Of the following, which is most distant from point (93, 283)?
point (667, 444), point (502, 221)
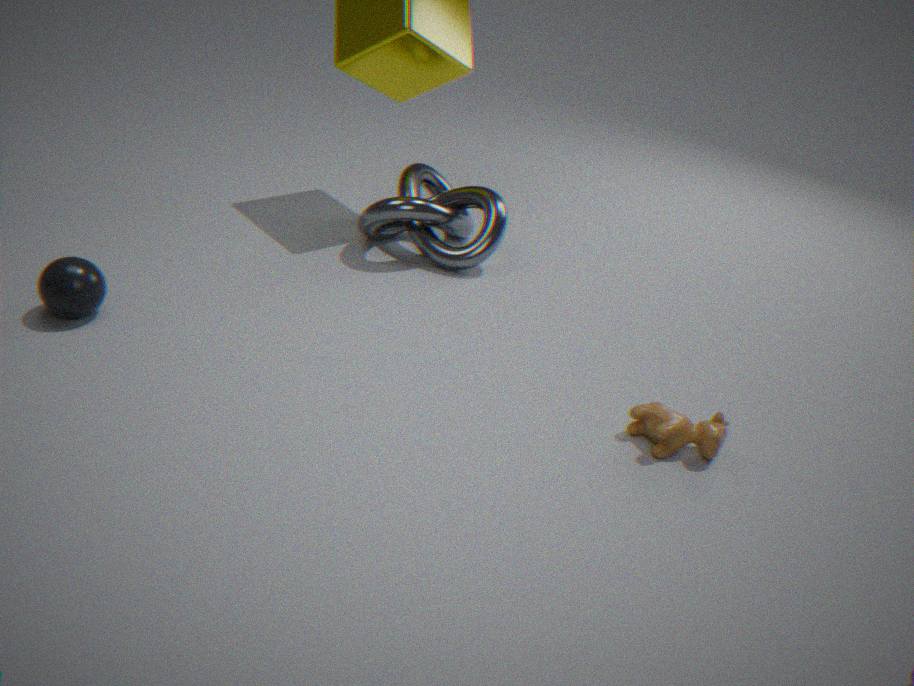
point (667, 444)
